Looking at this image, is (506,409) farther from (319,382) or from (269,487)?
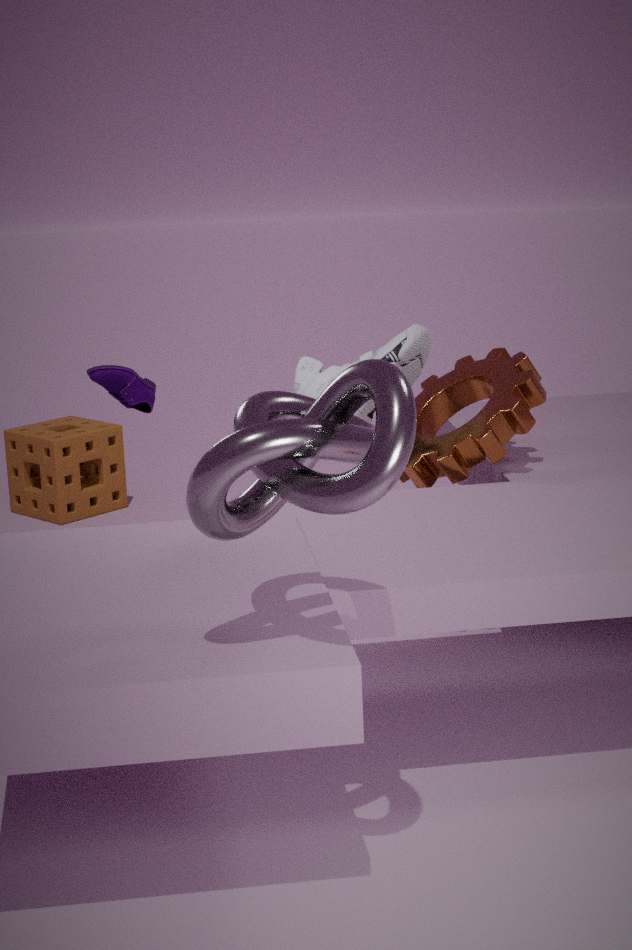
(269,487)
